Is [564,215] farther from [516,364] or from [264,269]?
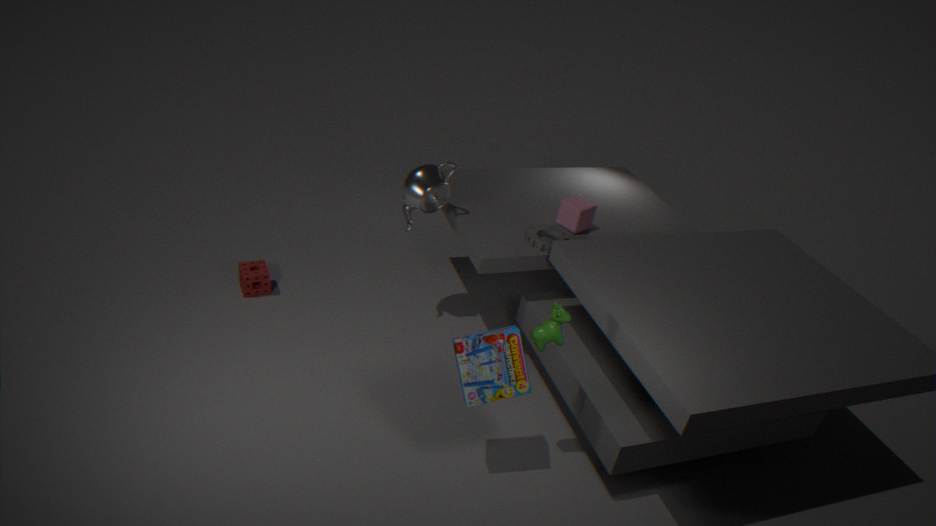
[264,269]
